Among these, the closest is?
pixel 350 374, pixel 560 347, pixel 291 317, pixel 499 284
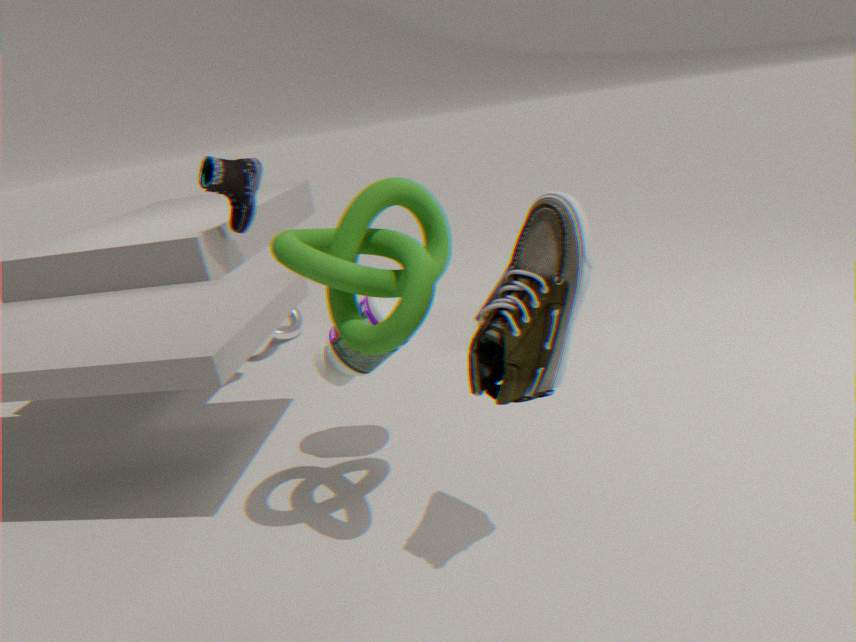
pixel 560 347
